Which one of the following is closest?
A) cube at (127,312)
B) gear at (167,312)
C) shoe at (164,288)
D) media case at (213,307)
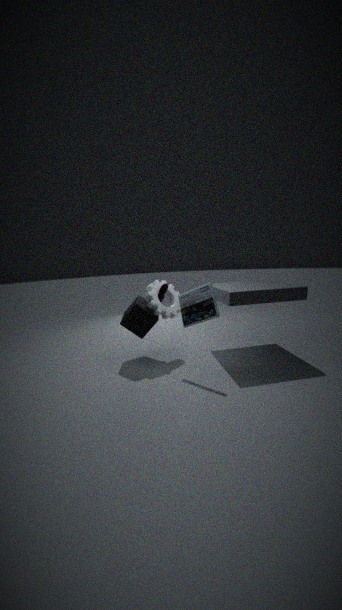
D. media case at (213,307)
